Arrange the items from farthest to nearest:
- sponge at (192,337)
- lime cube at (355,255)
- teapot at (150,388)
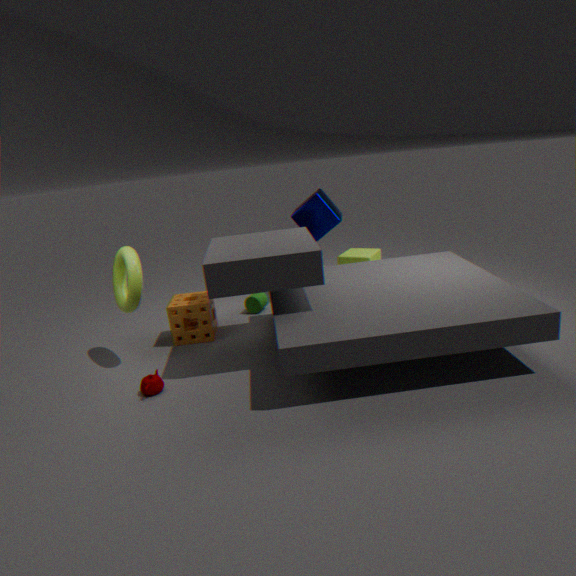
lime cube at (355,255) → sponge at (192,337) → teapot at (150,388)
